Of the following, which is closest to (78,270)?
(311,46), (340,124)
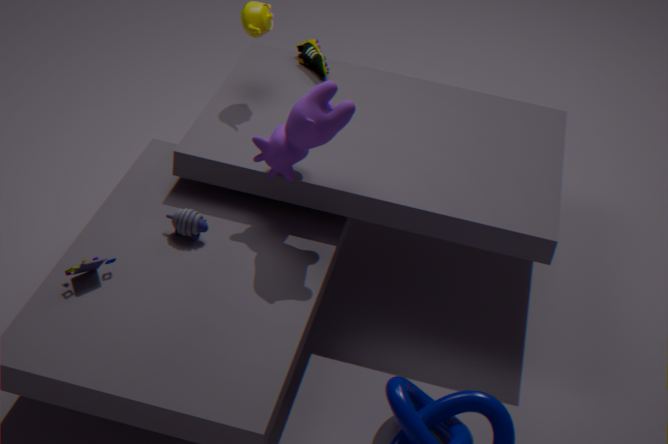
(340,124)
